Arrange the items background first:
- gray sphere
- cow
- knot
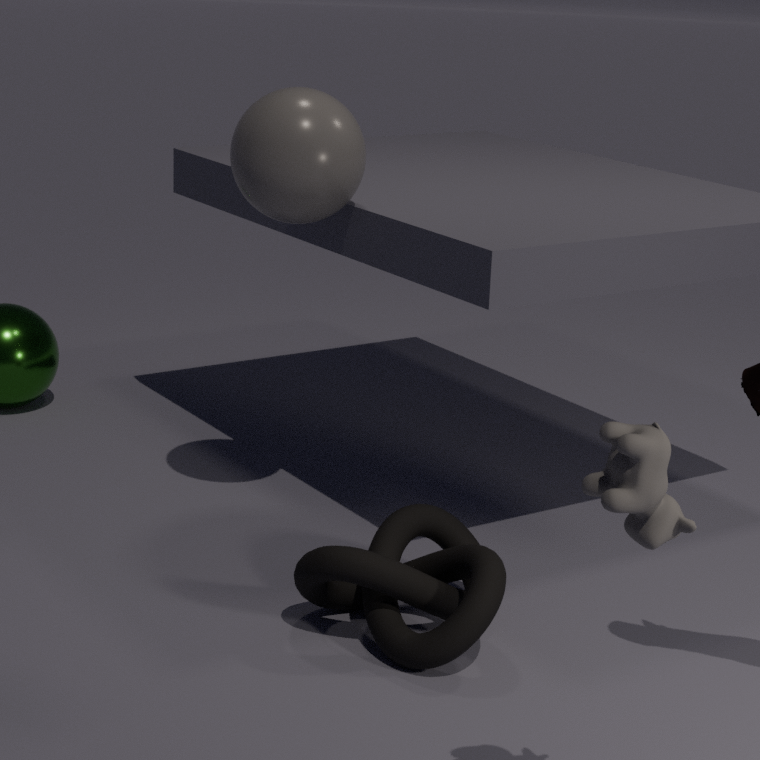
gray sphere
knot
cow
